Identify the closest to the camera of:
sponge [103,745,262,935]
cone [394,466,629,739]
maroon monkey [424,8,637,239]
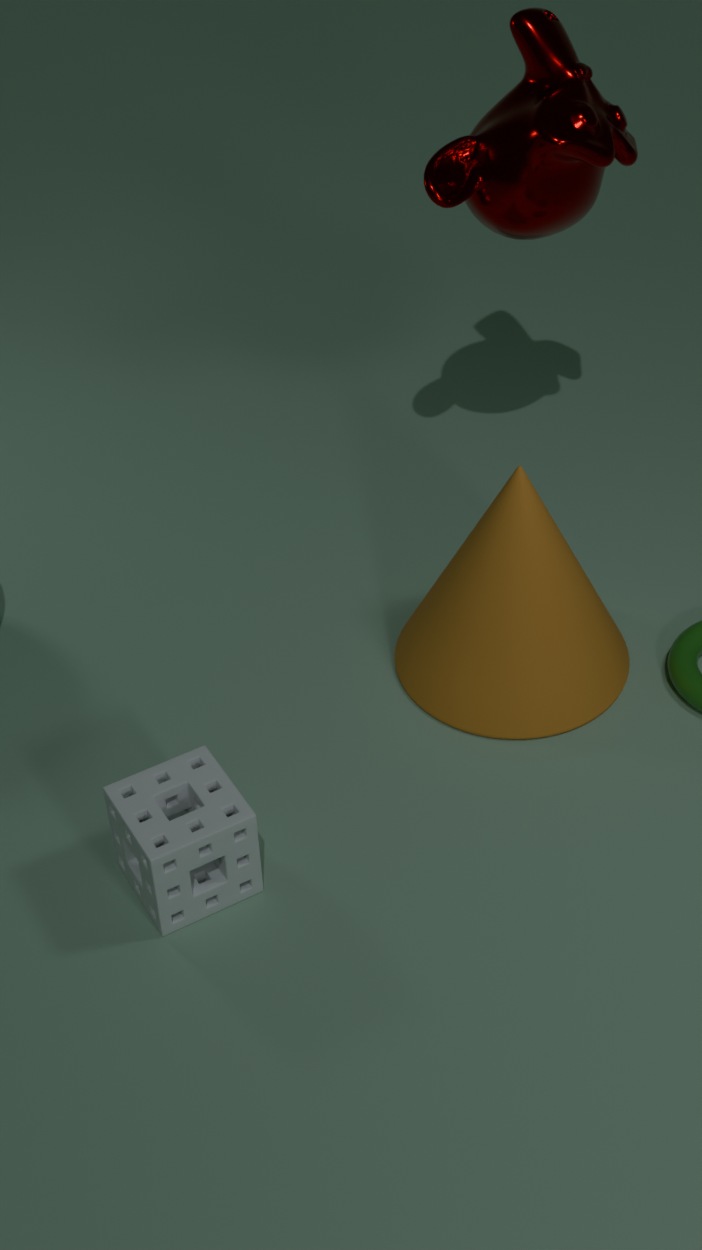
sponge [103,745,262,935]
